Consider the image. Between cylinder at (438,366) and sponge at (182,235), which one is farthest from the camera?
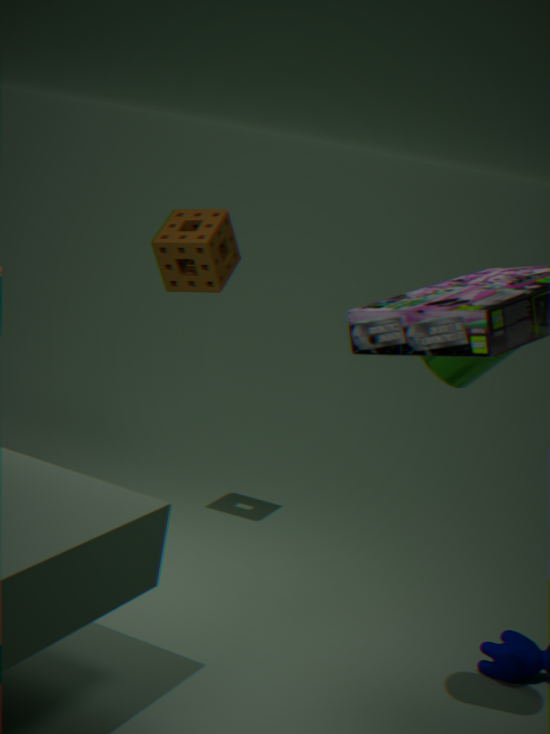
sponge at (182,235)
